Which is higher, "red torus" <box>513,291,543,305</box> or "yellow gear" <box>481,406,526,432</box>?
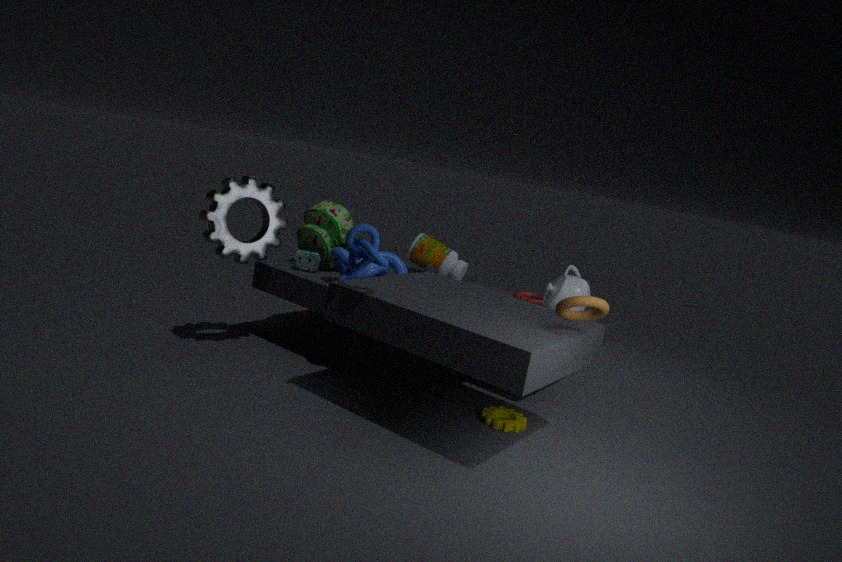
"red torus" <box>513,291,543,305</box>
